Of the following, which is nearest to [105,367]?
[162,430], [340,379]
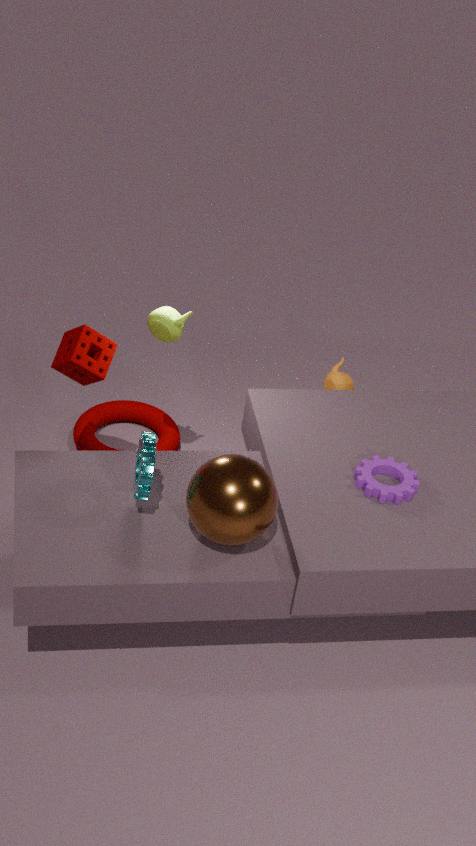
[162,430]
